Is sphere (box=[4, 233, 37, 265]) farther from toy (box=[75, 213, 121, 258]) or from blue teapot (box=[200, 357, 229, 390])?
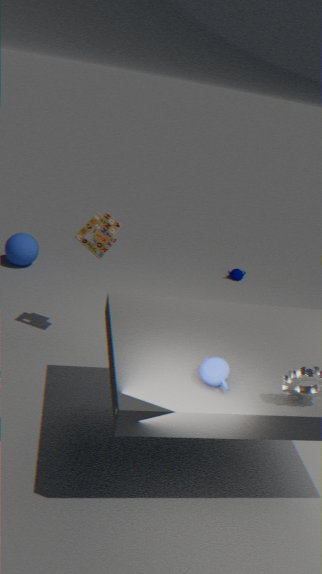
blue teapot (box=[200, 357, 229, 390])
